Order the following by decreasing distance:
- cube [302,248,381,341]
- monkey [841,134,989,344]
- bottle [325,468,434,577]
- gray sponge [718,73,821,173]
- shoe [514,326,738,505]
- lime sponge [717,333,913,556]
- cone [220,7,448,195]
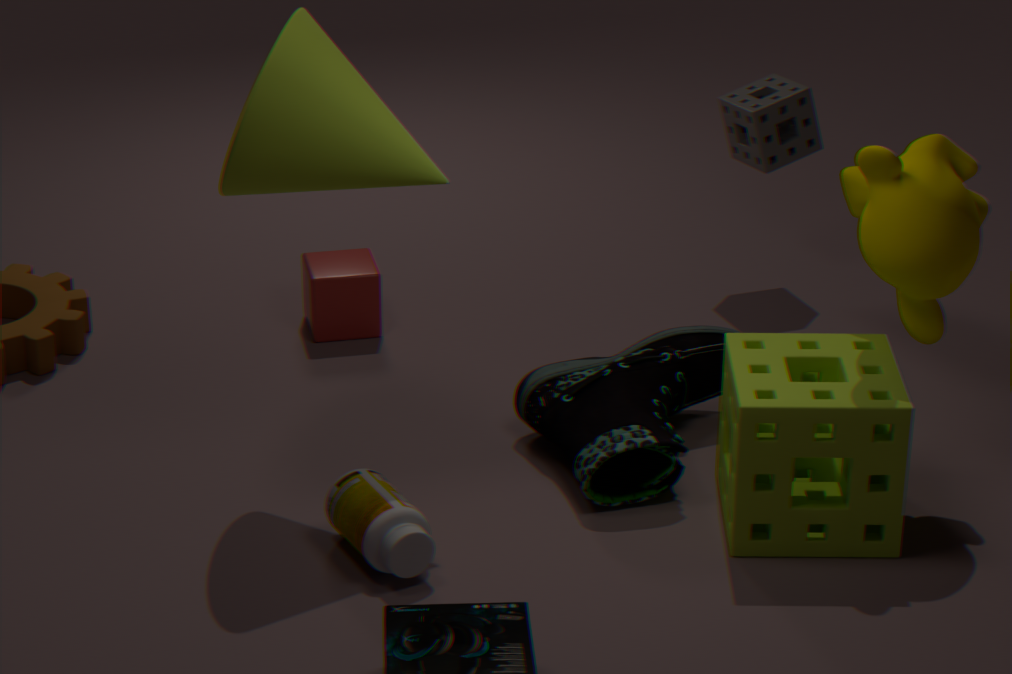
1. gray sponge [718,73,821,173]
2. cube [302,248,381,341]
3. shoe [514,326,738,505]
4. monkey [841,134,989,344]
5. lime sponge [717,333,913,556]
6. bottle [325,468,434,577]
7. cone [220,7,448,195]
